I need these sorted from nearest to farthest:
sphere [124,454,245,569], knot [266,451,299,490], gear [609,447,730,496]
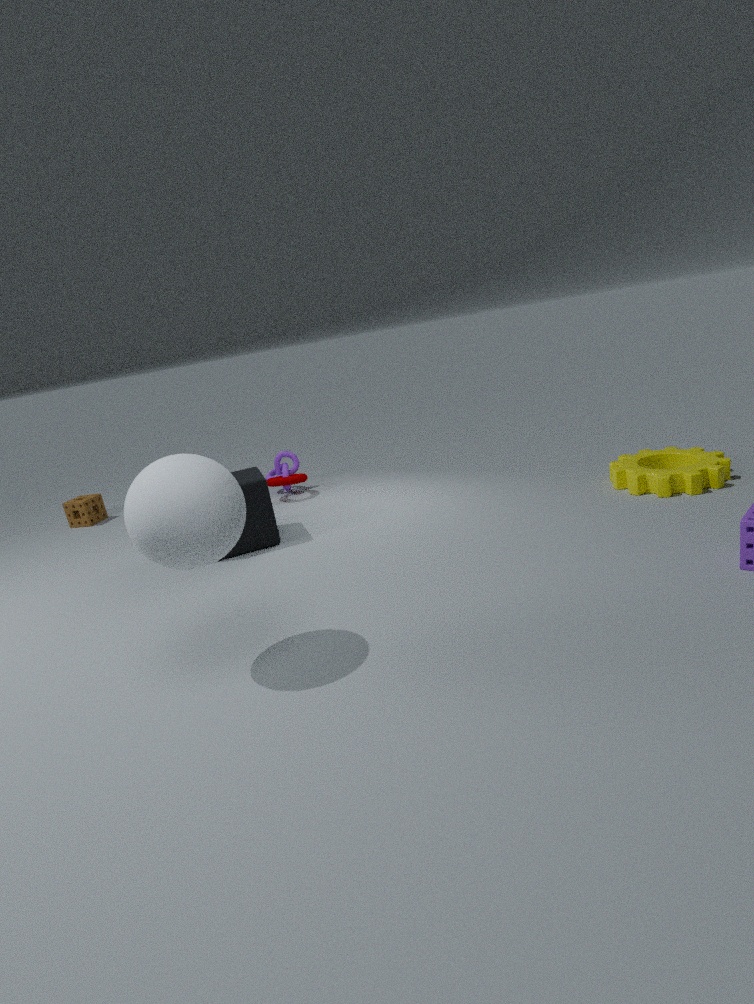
sphere [124,454,245,569]
gear [609,447,730,496]
knot [266,451,299,490]
